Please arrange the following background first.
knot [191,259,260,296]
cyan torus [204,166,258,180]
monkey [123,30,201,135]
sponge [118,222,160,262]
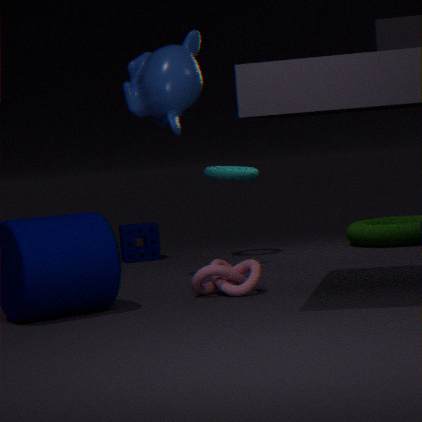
1. sponge [118,222,160,262]
2. cyan torus [204,166,258,180]
3. monkey [123,30,201,135]
4. knot [191,259,260,296]
